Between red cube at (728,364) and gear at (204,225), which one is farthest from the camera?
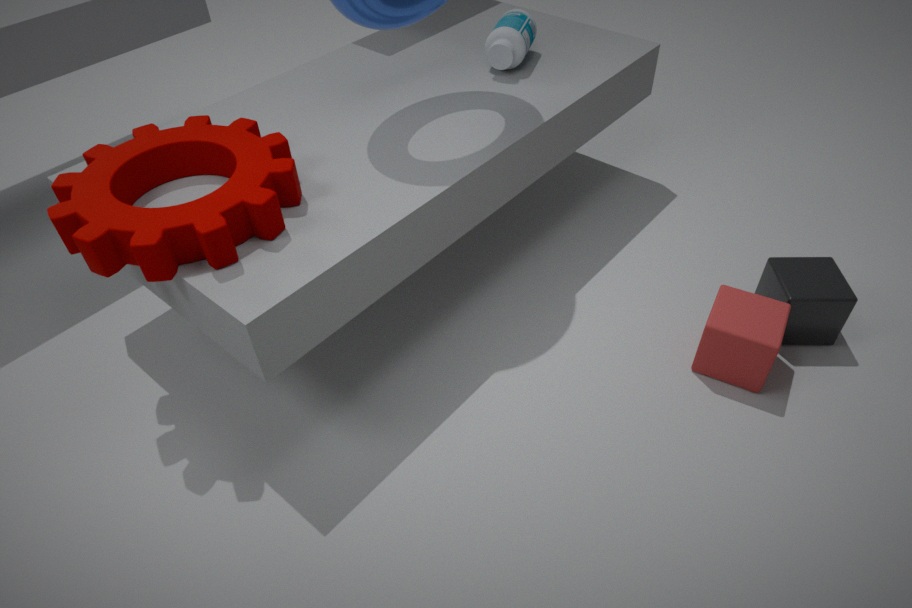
red cube at (728,364)
